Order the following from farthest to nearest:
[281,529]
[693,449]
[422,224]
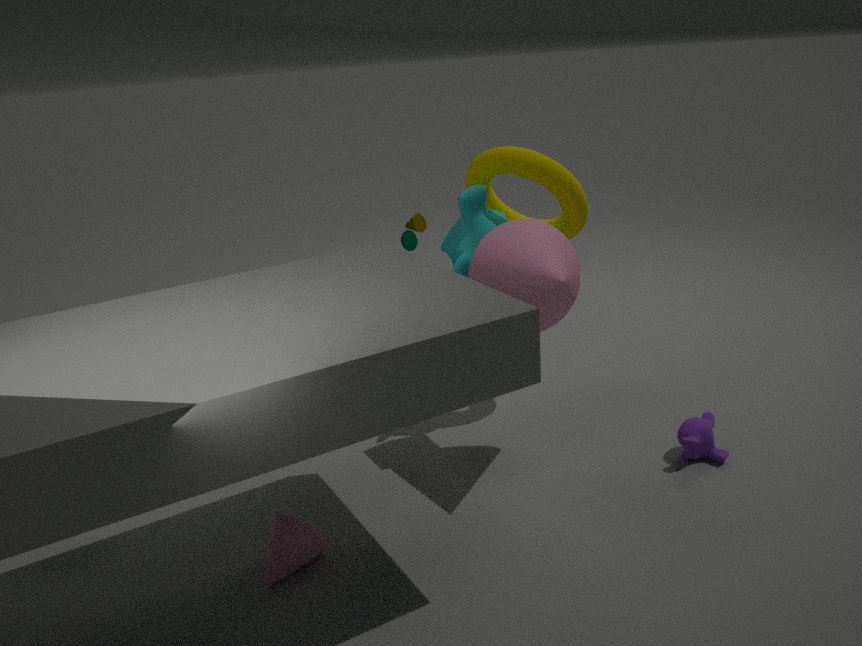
[422,224]
[693,449]
[281,529]
